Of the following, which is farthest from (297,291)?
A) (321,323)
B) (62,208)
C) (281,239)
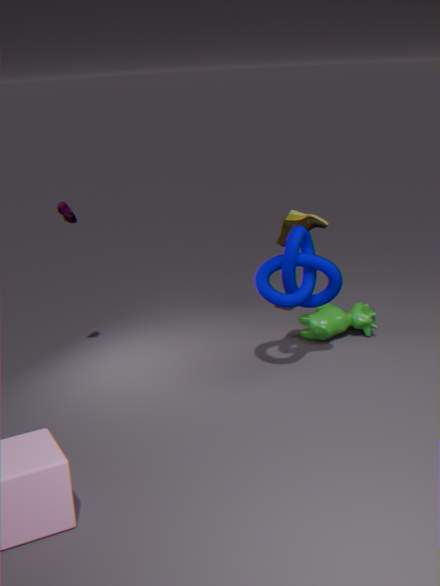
(62,208)
